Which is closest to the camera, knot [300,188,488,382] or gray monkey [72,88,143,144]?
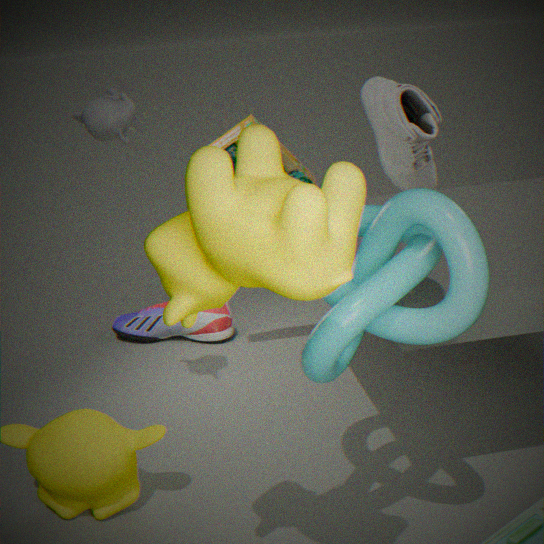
knot [300,188,488,382]
